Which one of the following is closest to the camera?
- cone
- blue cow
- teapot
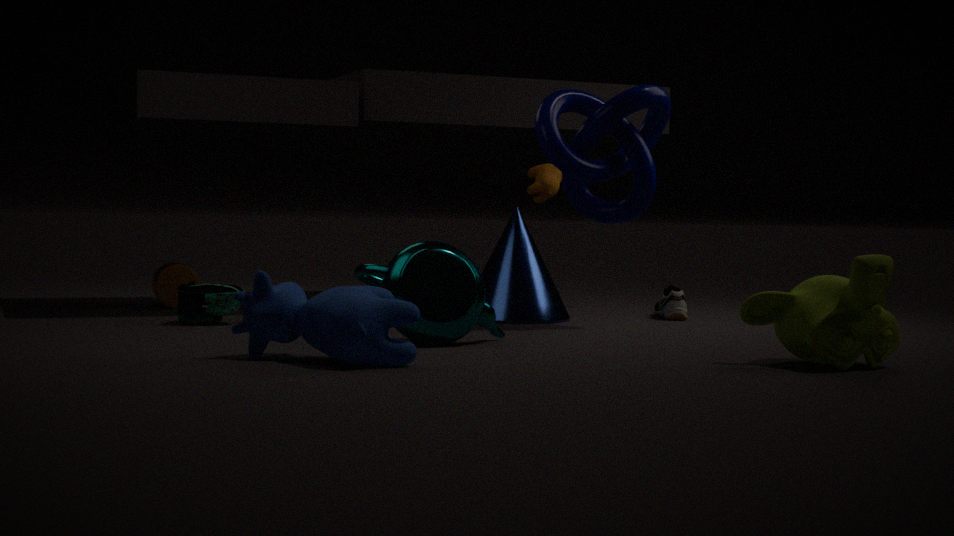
blue cow
